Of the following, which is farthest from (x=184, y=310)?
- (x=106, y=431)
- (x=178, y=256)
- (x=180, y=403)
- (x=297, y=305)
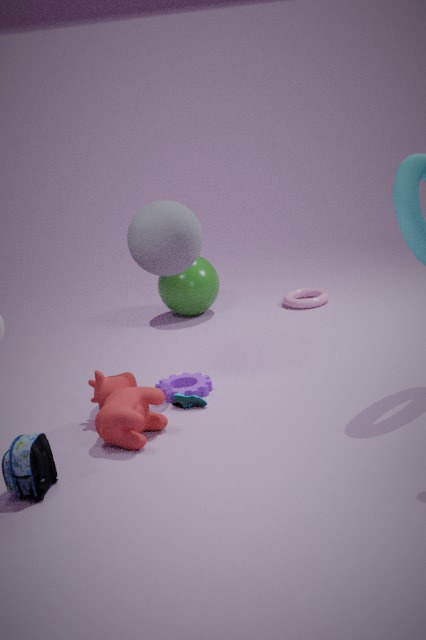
(x=106, y=431)
